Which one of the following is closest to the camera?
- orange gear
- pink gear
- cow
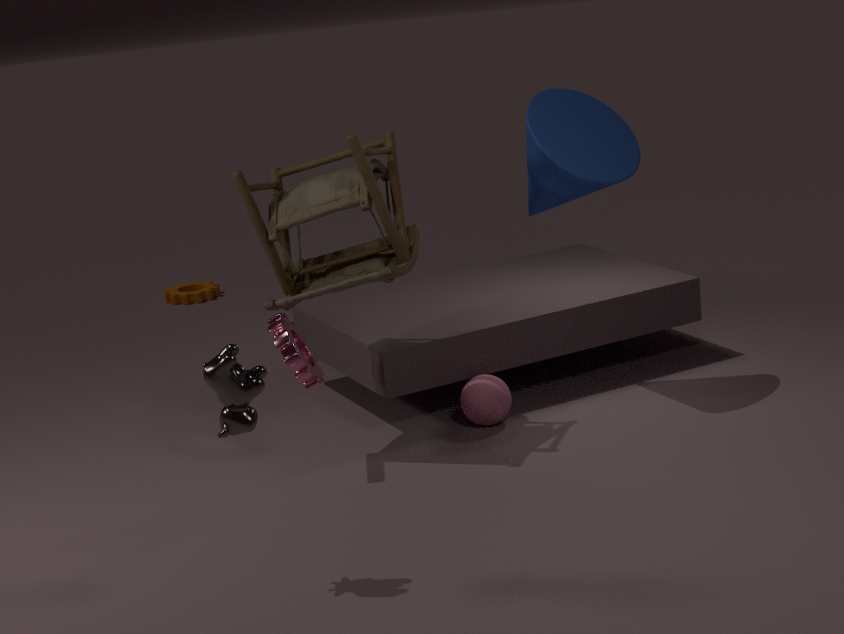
cow
